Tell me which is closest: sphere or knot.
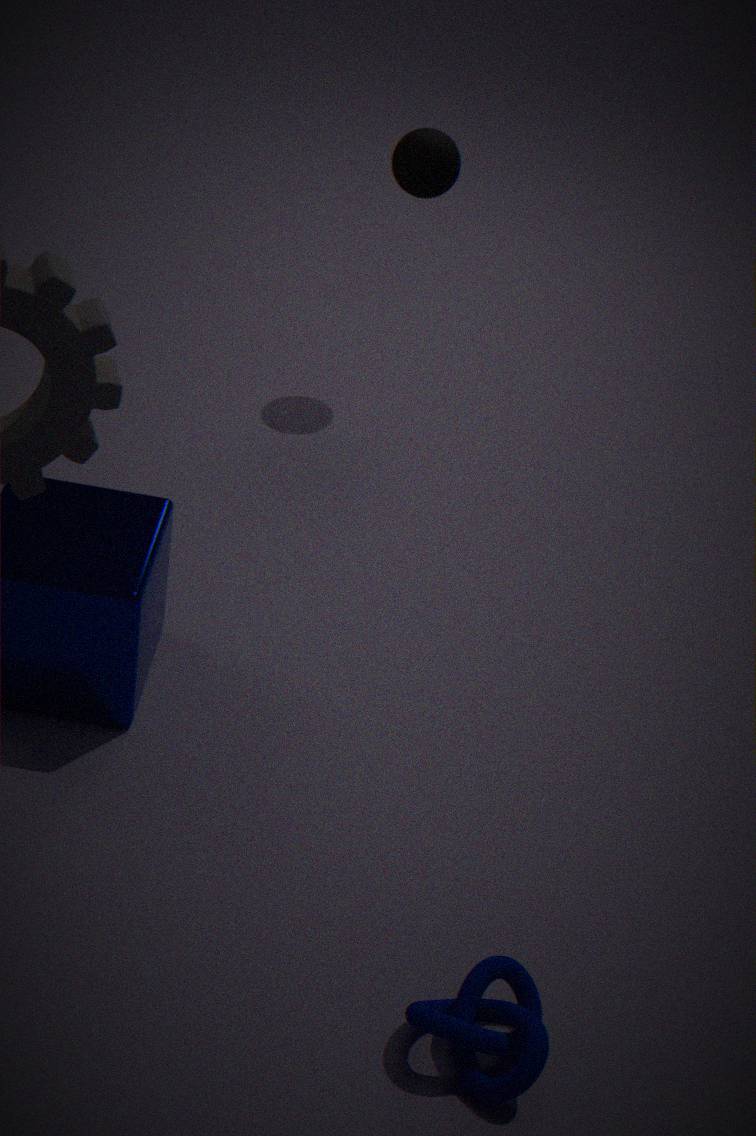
knot
